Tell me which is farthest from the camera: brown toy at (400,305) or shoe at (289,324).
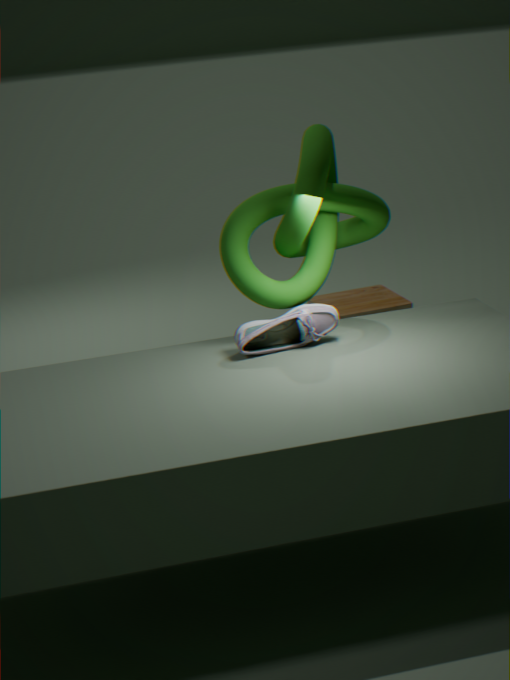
brown toy at (400,305)
